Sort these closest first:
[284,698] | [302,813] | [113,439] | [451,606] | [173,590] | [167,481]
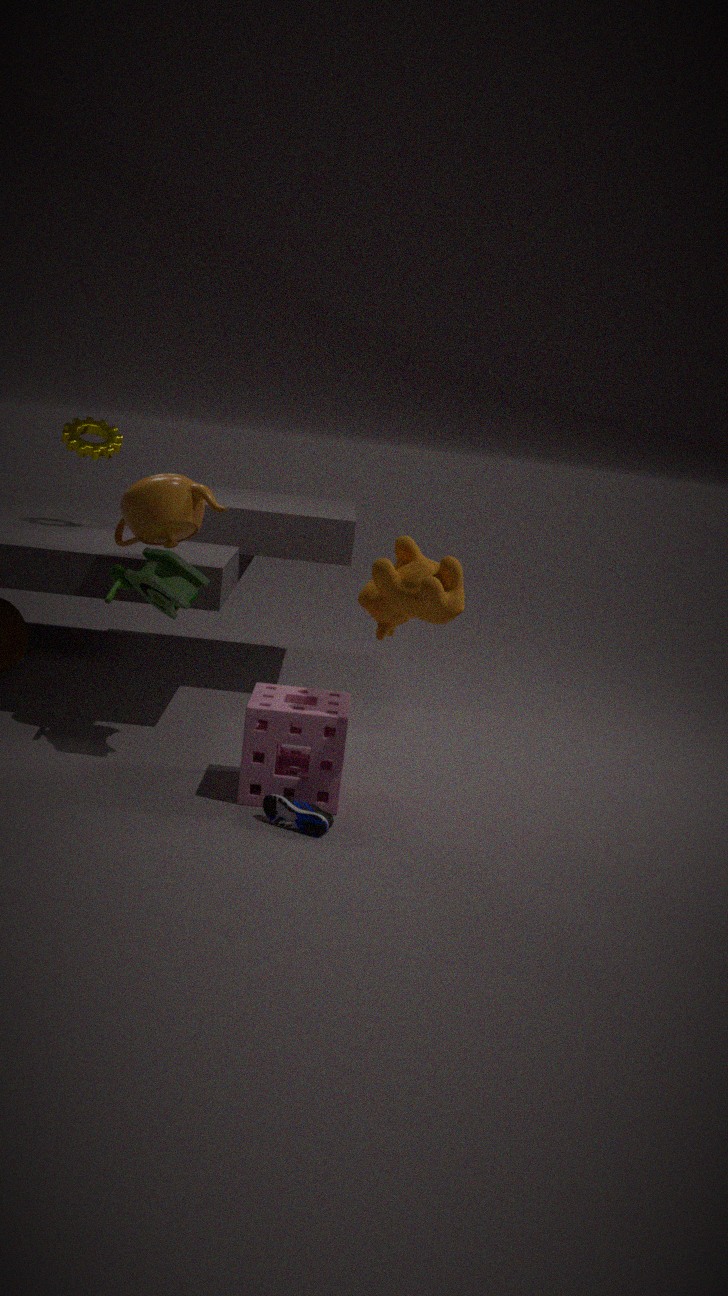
[451,606]
[302,813]
[173,590]
[284,698]
[167,481]
[113,439]
